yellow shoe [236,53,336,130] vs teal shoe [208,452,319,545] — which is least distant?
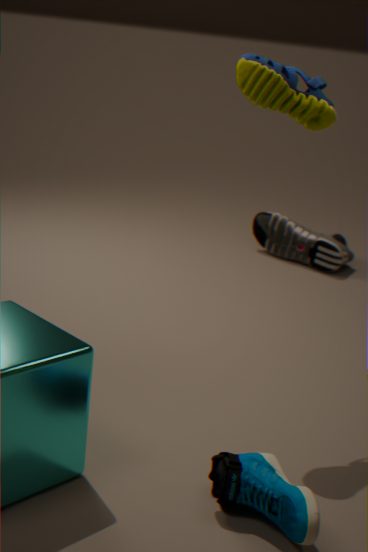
teal shoe [208,452,319,545]
